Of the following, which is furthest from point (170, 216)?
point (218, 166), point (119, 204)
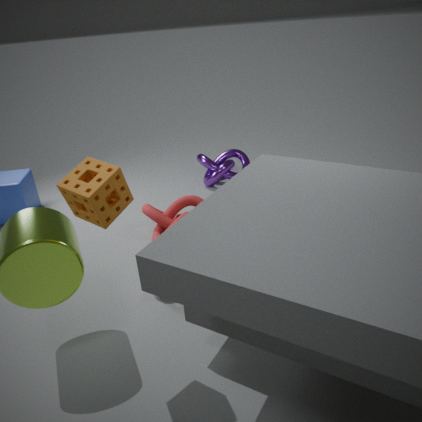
point (119, 204)
